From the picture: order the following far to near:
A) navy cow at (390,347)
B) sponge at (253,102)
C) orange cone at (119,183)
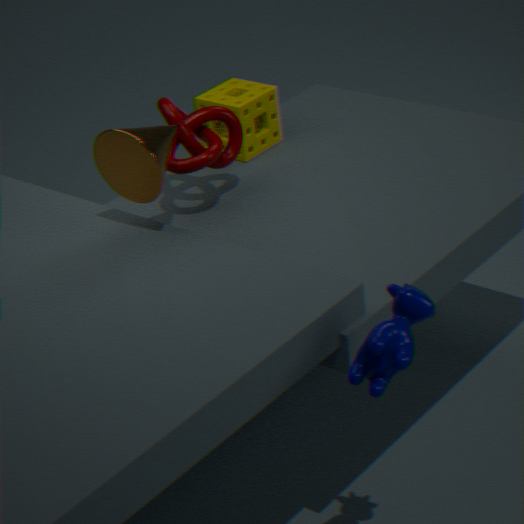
sponge at (253,102) → orange cone at (119,183) → navy cow at (390,347)
